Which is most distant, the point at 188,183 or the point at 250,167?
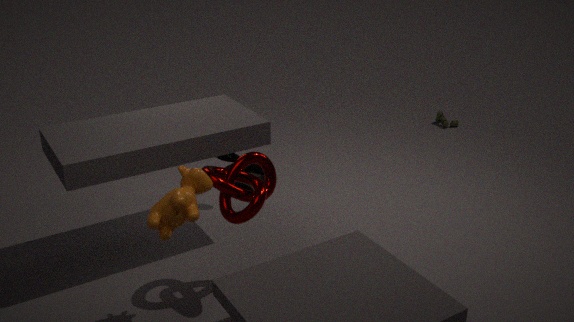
the point at 250,167
